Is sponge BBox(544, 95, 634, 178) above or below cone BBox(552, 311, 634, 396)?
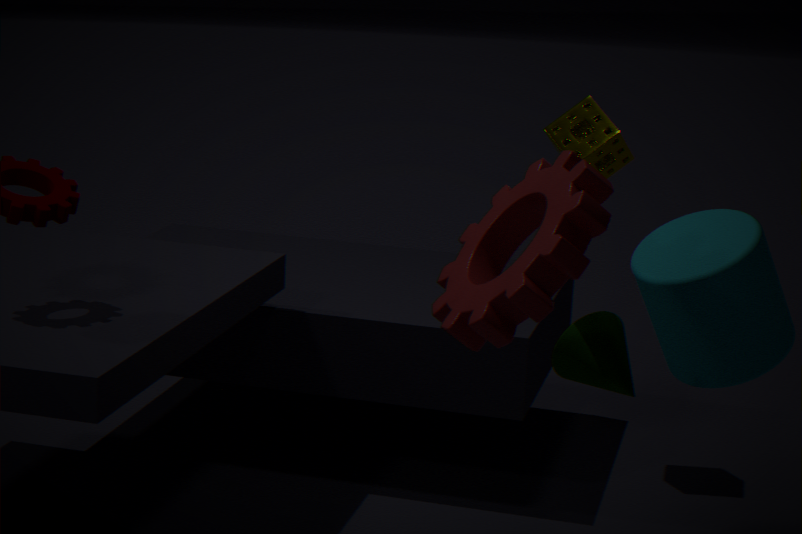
above
